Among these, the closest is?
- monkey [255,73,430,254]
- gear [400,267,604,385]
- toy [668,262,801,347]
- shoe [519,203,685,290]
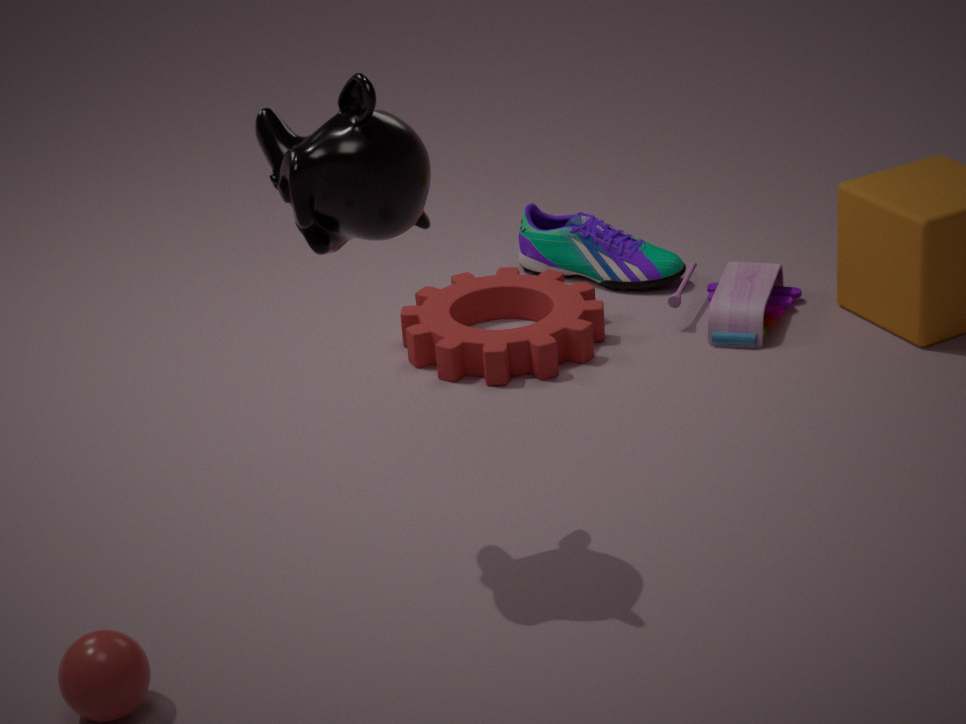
monkey [255,73,430,254]
